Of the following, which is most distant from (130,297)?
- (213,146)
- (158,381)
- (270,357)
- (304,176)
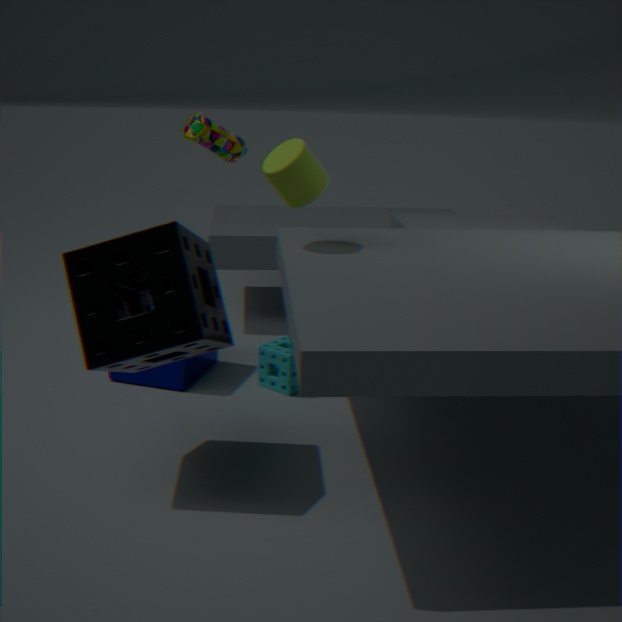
(213,146)
